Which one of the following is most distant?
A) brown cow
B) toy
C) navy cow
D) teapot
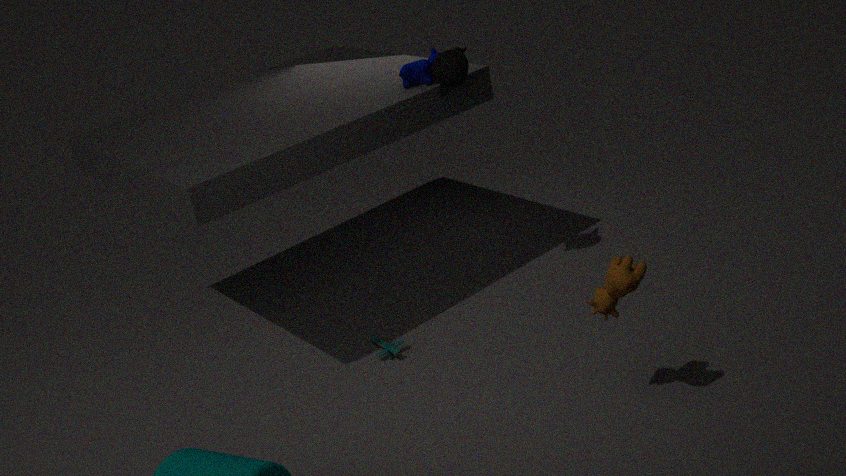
C. navy cow
